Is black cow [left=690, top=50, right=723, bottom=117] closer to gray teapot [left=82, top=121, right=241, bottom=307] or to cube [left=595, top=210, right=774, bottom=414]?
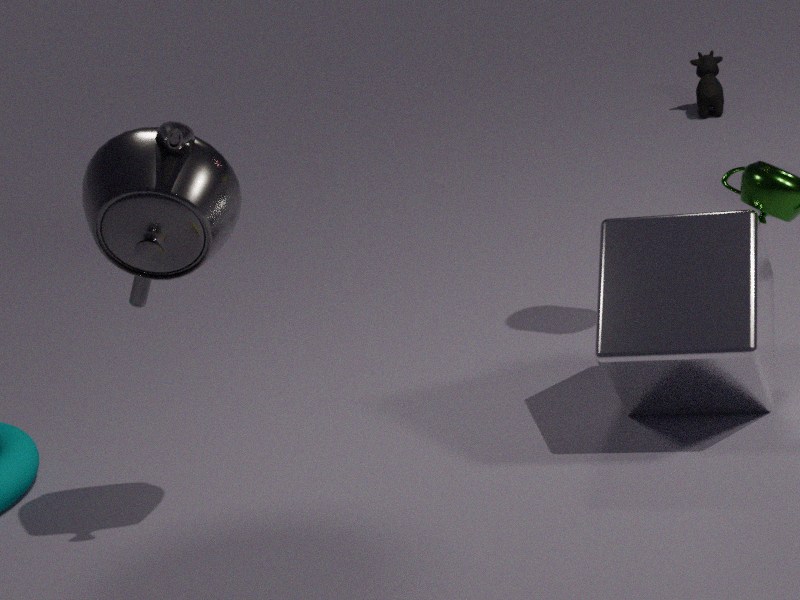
cube [left=595, top=210, right=774, bottom=414]
